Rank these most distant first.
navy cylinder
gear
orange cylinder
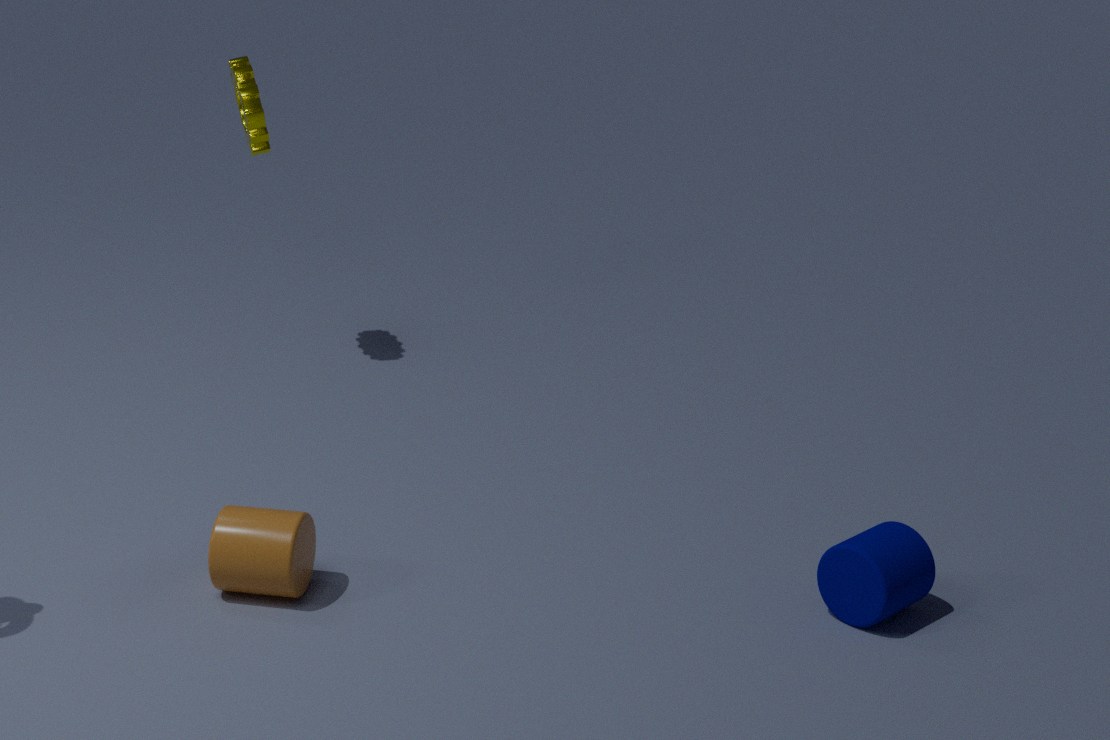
gear, orange cylinder, navy cylinder
